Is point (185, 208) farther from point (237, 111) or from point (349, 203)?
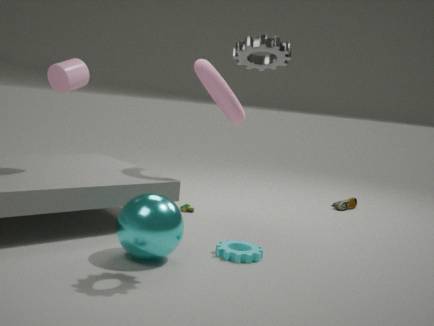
point (349, 203)
